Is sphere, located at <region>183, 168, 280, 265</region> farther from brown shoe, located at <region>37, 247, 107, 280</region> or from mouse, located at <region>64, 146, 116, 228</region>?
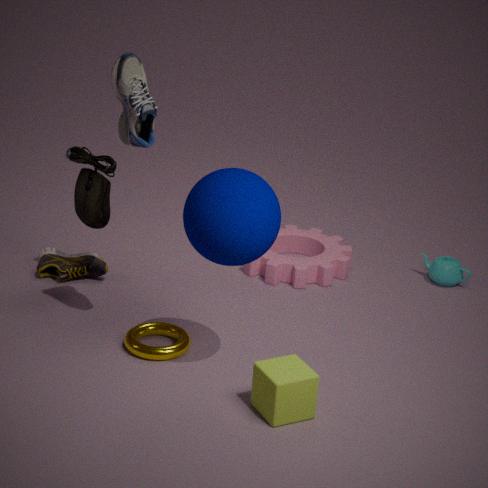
brown shoe, located at <region>37, 247, 107, 280</region>
